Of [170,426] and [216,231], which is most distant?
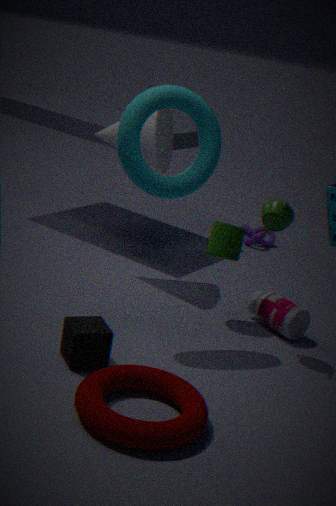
[216,231]
